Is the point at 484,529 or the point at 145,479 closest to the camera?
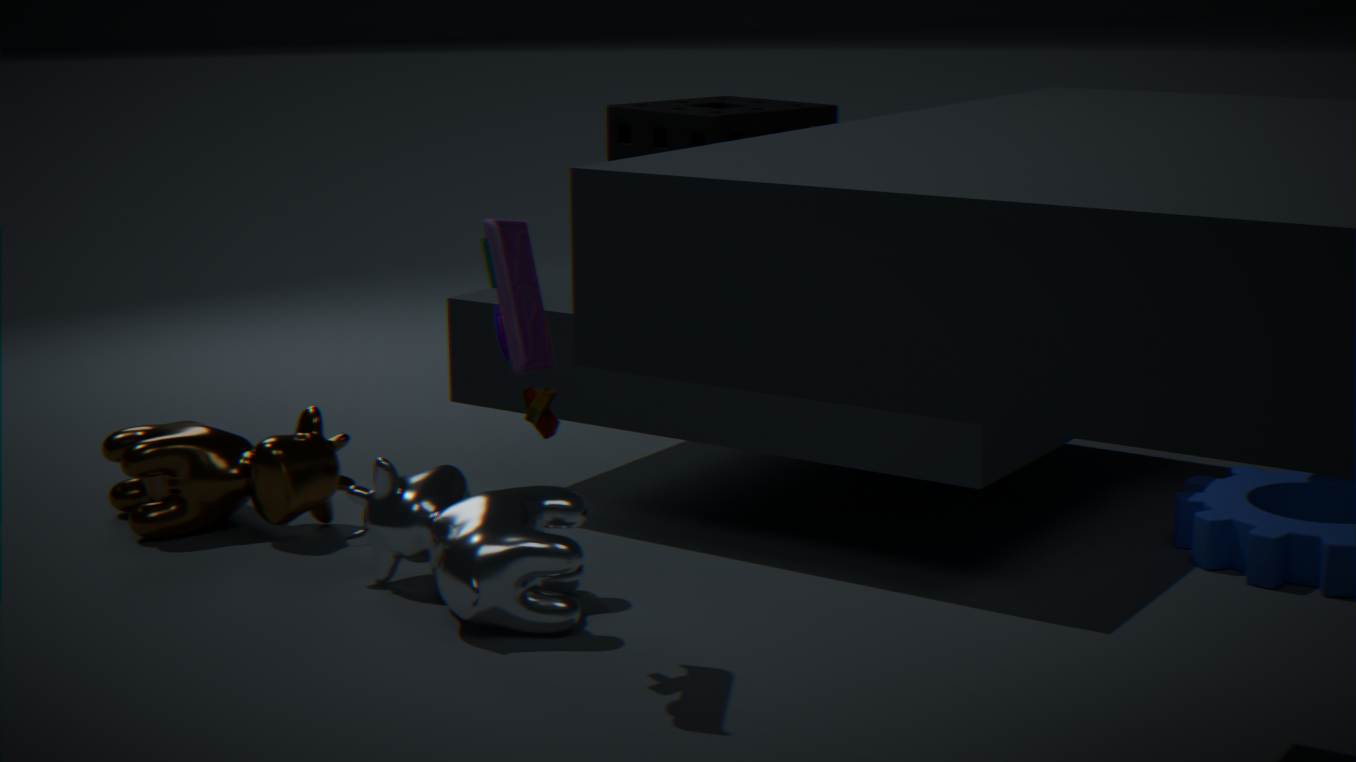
the point at 484,529
